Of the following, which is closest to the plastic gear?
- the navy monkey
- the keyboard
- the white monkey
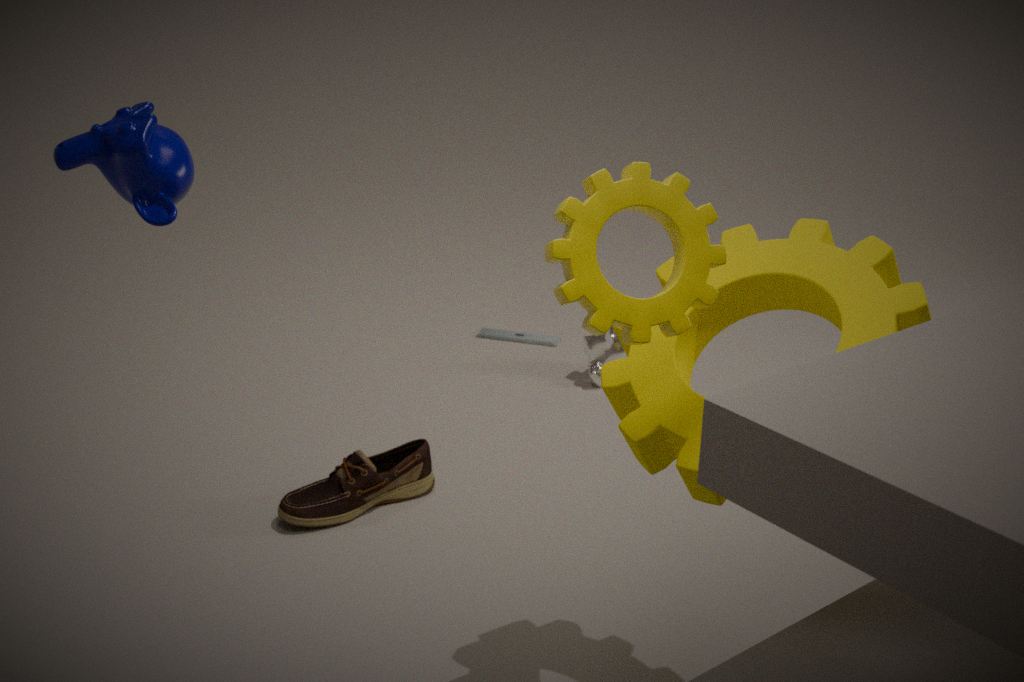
the navy monkey
